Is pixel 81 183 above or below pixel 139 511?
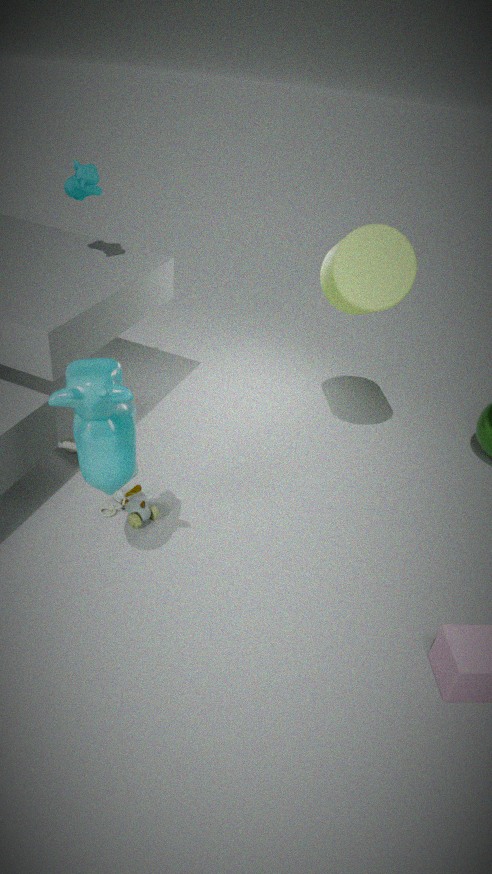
above
